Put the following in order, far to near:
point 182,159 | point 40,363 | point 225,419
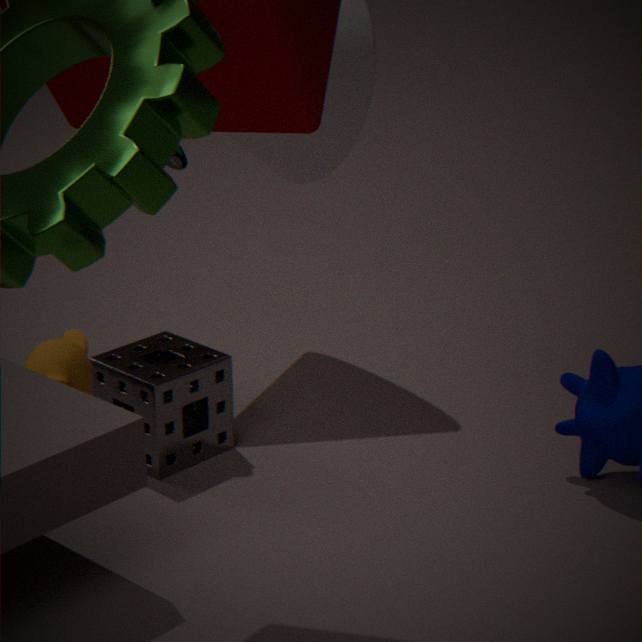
point 40,363 < point 225,419 < point 182,159
